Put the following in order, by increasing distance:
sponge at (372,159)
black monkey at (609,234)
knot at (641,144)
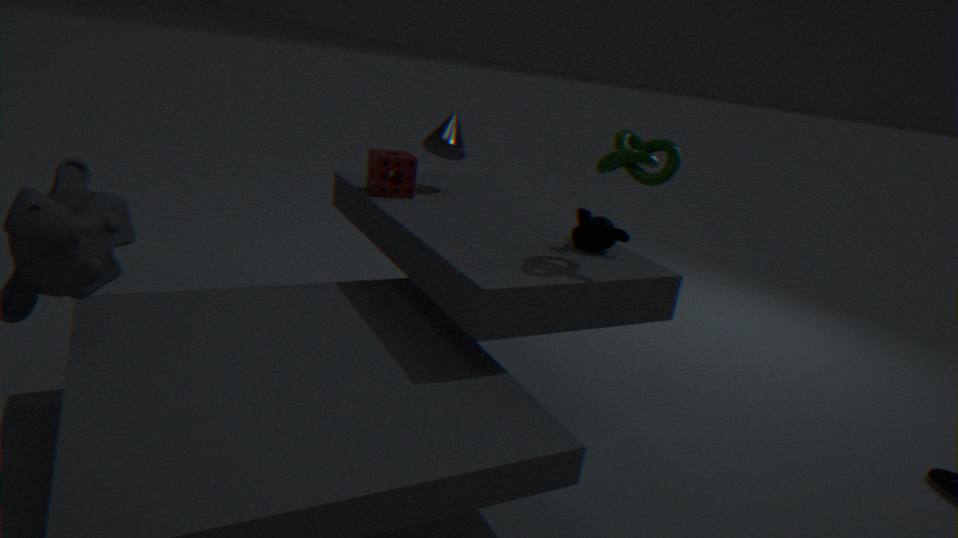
knot at (641,144)
black monkey at (609,234)
sponge at (372,159)
